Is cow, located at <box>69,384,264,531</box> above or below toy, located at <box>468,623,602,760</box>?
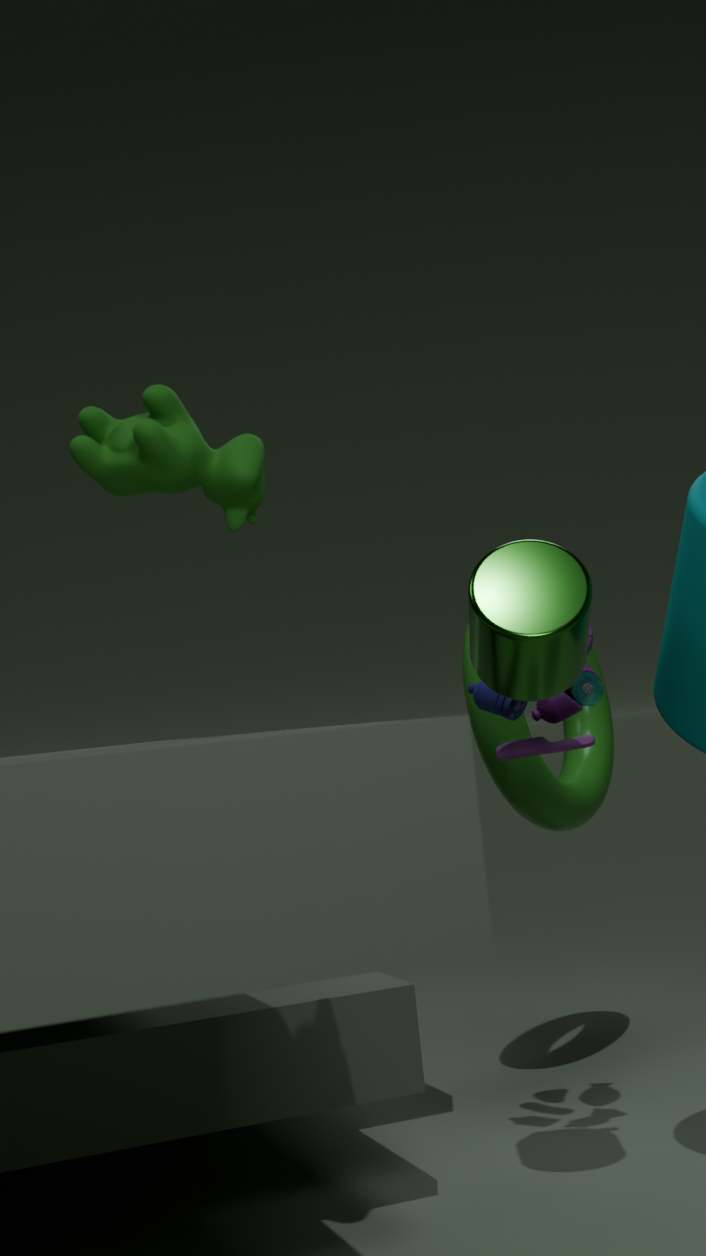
above
